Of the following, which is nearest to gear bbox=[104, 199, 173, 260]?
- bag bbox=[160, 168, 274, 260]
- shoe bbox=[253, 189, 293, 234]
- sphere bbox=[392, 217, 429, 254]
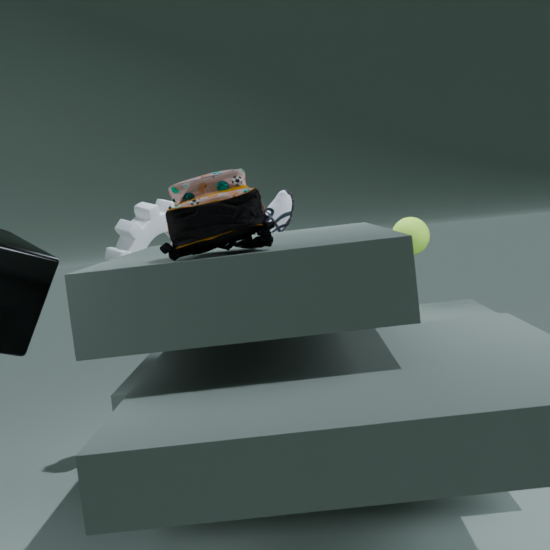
shoe bbox=[253, 189, 293, 234]
